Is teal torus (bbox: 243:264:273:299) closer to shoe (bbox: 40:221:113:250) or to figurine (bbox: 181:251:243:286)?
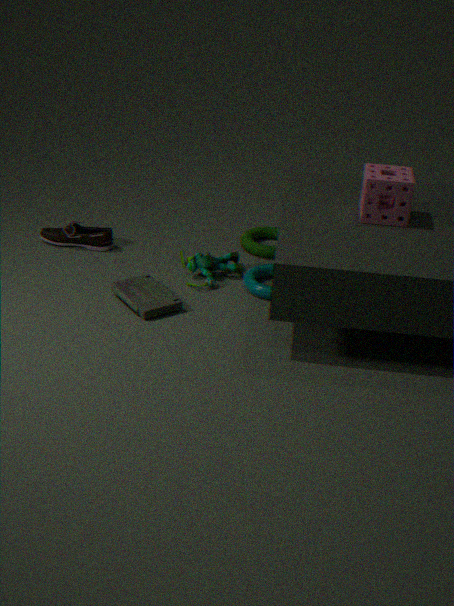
figurine (bbox: 181:251:243:286)
